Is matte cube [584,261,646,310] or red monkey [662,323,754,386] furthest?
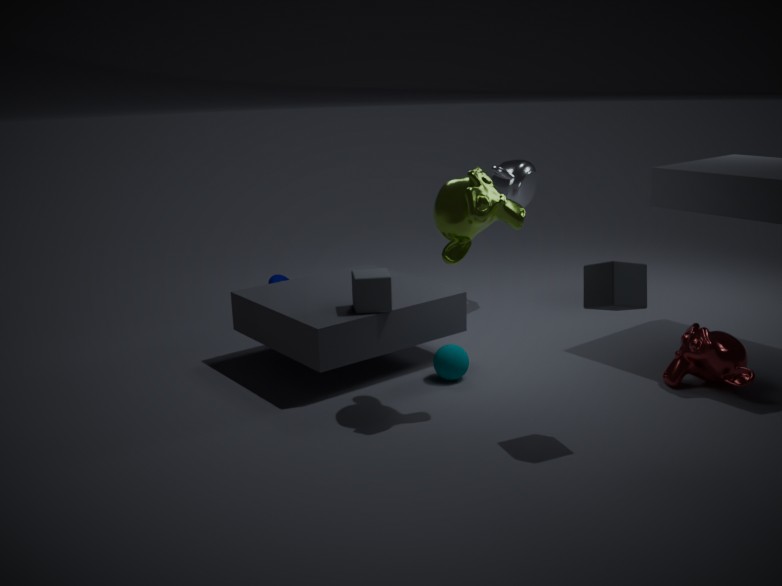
red monkey [662,323,754,386]
